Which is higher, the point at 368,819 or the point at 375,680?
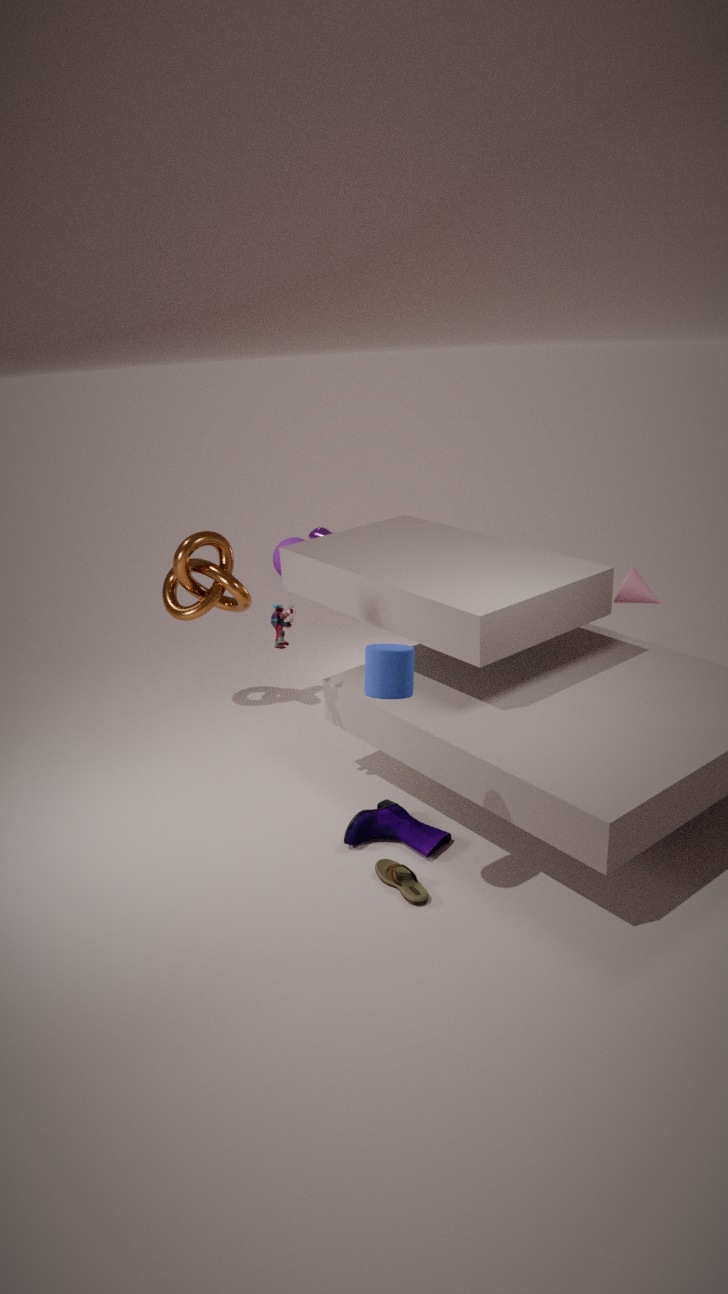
the point at 375,680
